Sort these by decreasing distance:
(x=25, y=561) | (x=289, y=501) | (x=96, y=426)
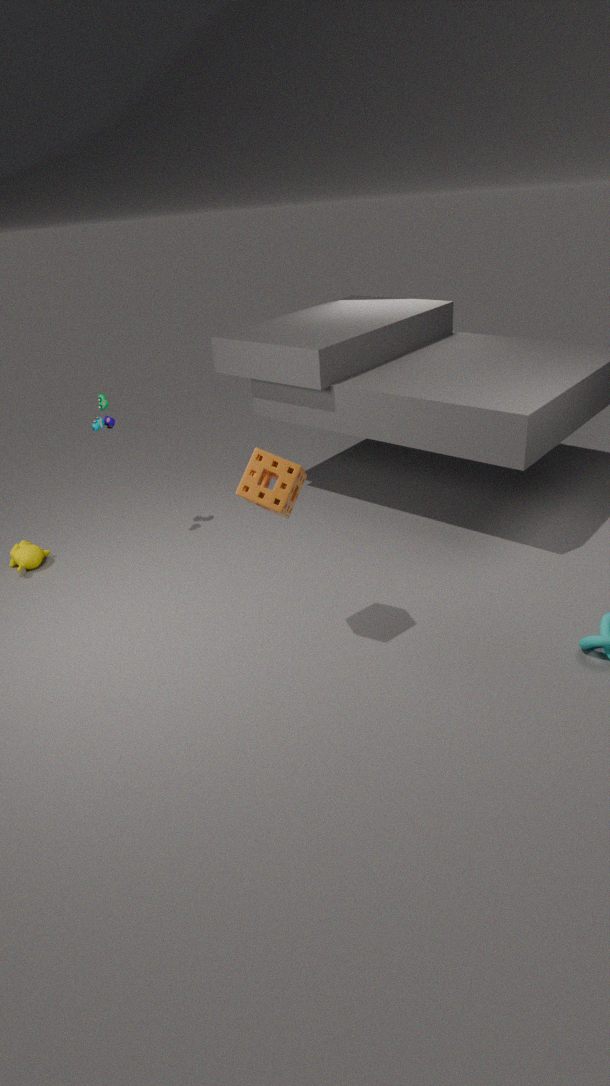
(x=25, y=561)
(x=96, y=426)
(x=289, y=501)
